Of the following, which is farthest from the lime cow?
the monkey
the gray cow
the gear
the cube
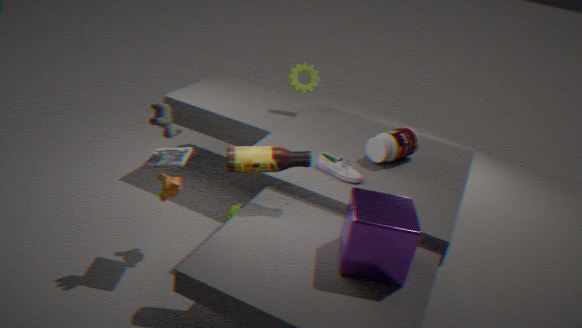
the cube
